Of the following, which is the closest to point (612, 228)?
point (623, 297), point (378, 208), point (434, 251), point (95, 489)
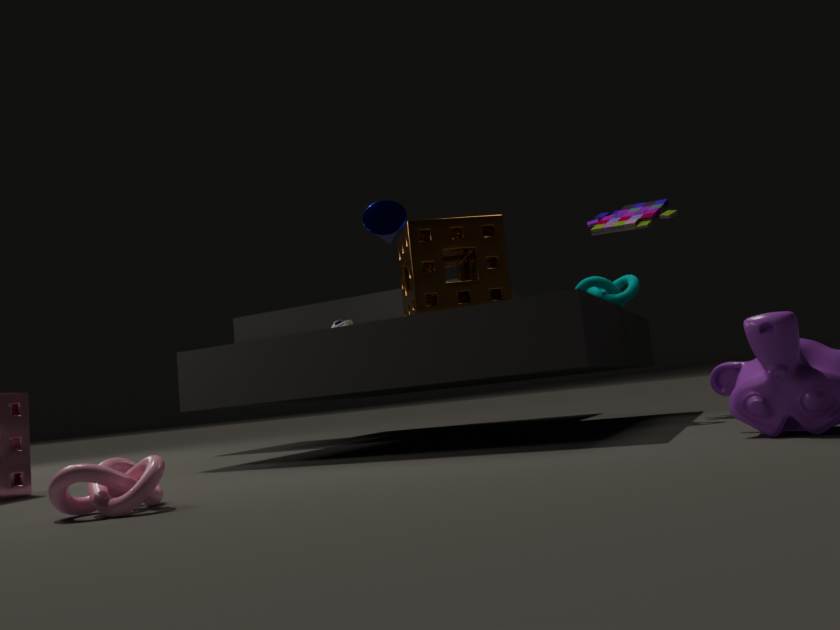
point (623, 297)
